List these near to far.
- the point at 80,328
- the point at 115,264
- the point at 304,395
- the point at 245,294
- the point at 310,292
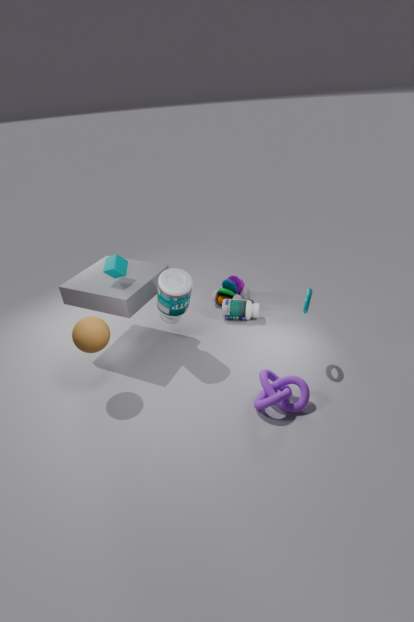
the point at 80,328 → the point at 304,395 → the point at 310,292 → the point at 115,264 → the point at 245,294
